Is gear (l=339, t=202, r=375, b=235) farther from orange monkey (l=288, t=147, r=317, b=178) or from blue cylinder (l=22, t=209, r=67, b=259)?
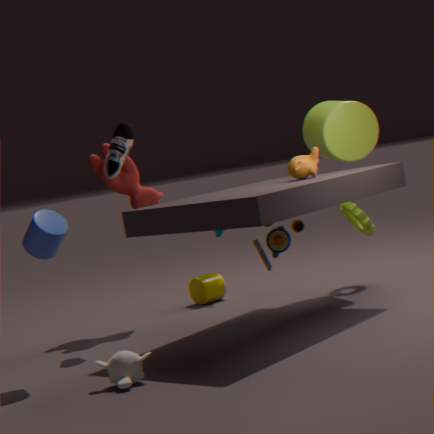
blue cylinder (l=22, t=209, r=67, b=259)
